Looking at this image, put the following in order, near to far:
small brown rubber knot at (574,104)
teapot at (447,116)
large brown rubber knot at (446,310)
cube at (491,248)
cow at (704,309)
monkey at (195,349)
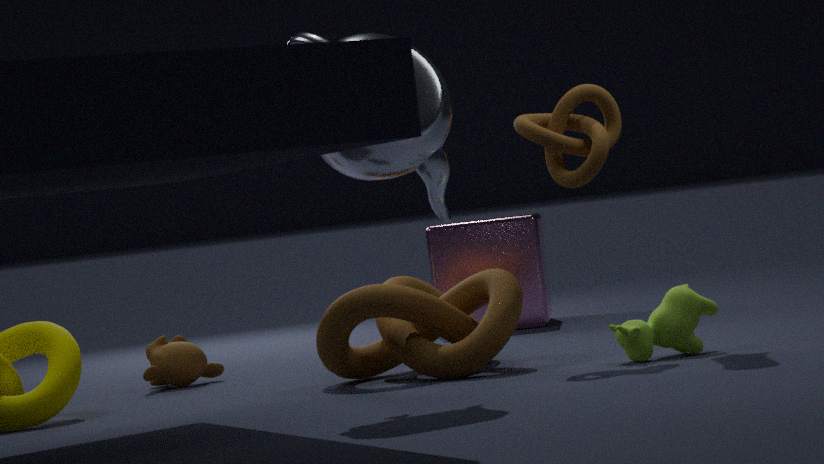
teapot at (447,116)
cow at (704,309)
small brown rubber knot at (574,104)
large brown rubber knot at (446,310)
monkey at (195,349)
cube at (491,248)
